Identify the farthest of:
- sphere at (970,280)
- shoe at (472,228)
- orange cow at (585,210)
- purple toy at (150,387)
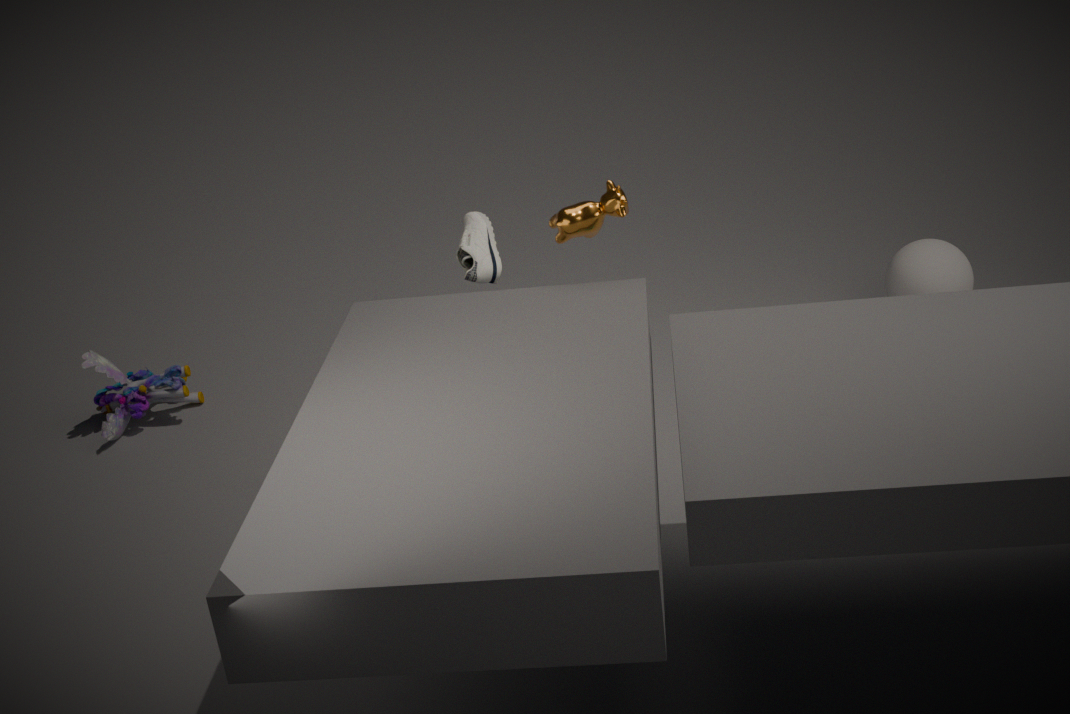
sphere at (970,280)
